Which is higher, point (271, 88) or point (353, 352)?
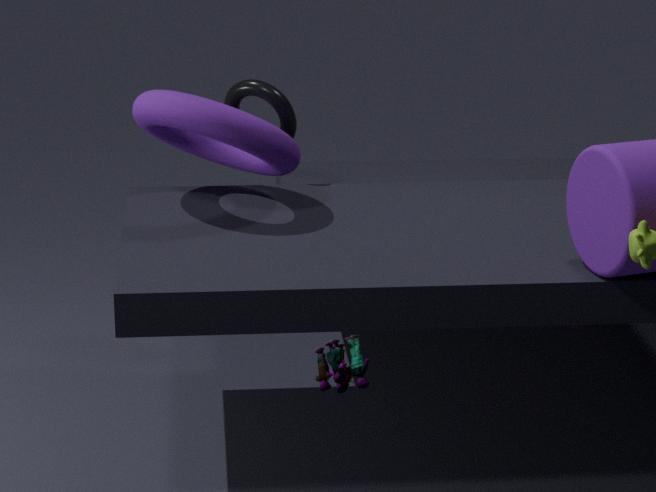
point (271, 88)
